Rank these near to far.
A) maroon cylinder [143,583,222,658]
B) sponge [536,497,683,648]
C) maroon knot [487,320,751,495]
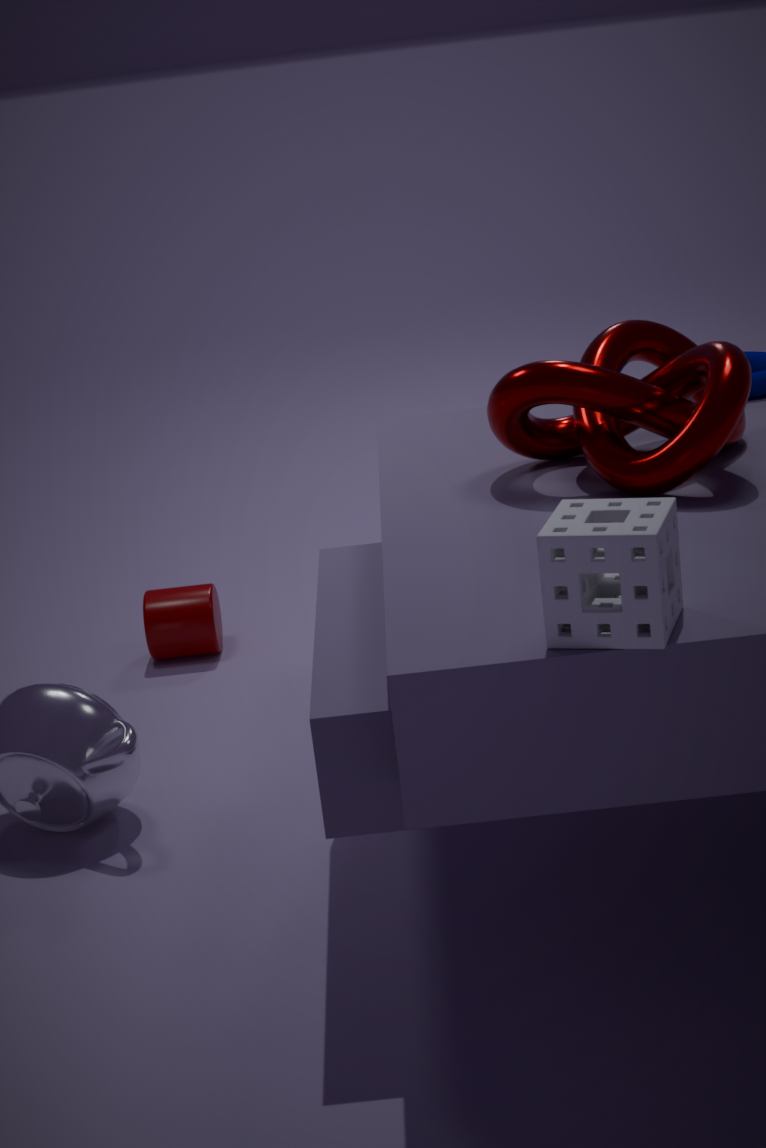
sponge [536,497,683,648], maroon knot [487,320,751,495], maroon cylinder [143,583,222,658]
